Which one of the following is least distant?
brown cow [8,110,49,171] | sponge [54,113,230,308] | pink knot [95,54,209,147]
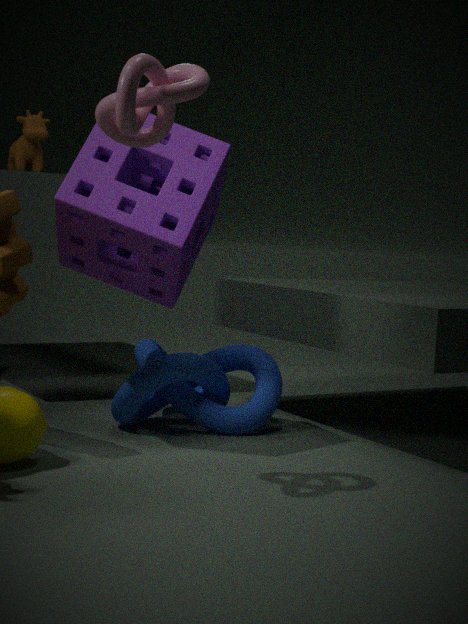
pink knot [95,54,209,147]
